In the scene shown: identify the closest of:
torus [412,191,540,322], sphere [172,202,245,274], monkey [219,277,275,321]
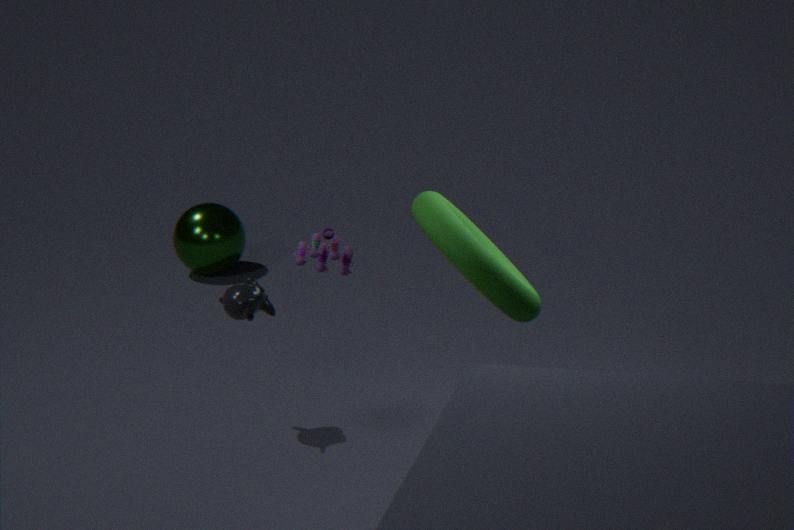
torus [412,191,540,322]
